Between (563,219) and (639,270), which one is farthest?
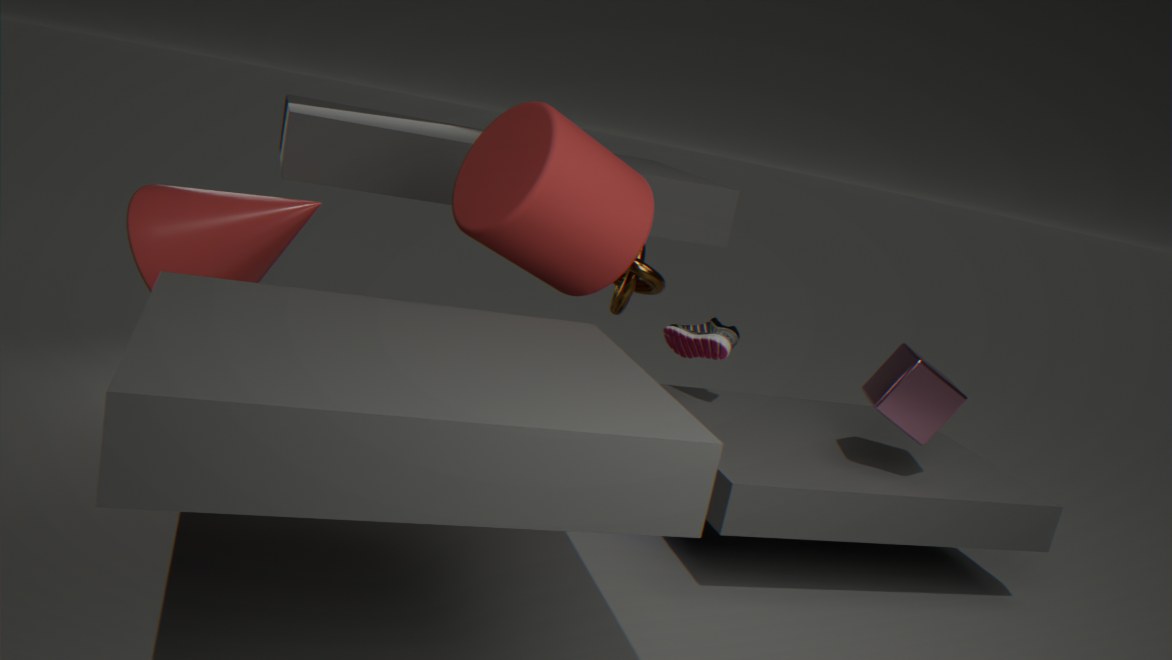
(639,270)
